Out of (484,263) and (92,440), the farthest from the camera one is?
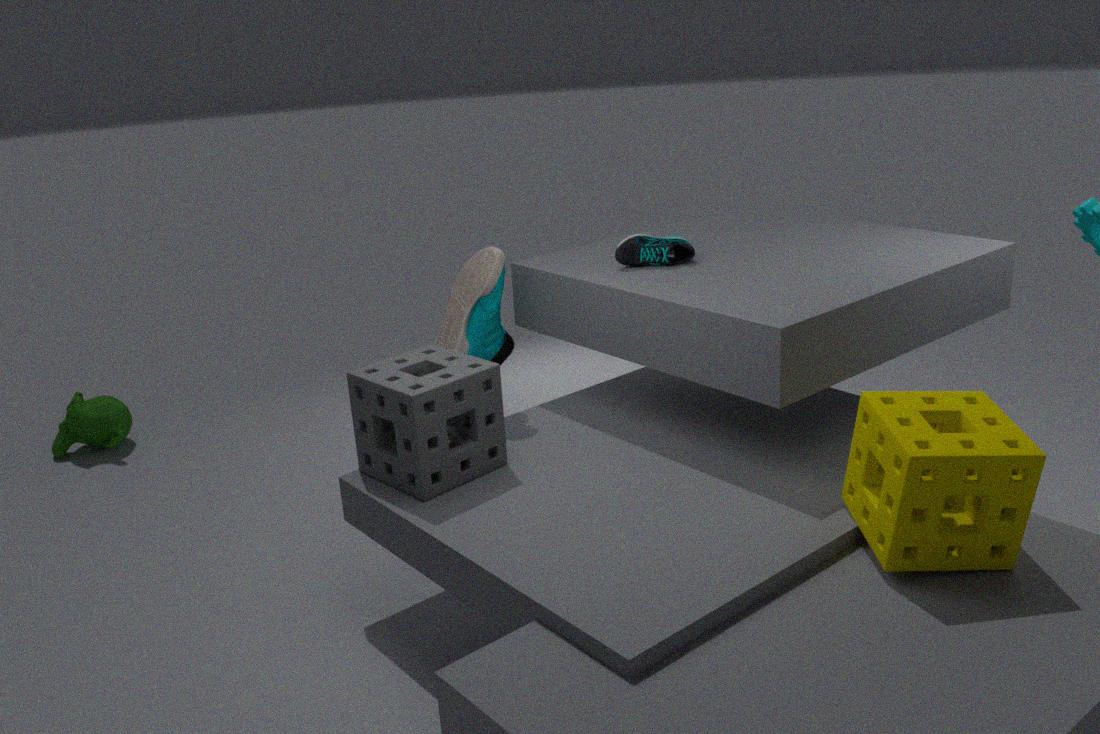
(92,440)
